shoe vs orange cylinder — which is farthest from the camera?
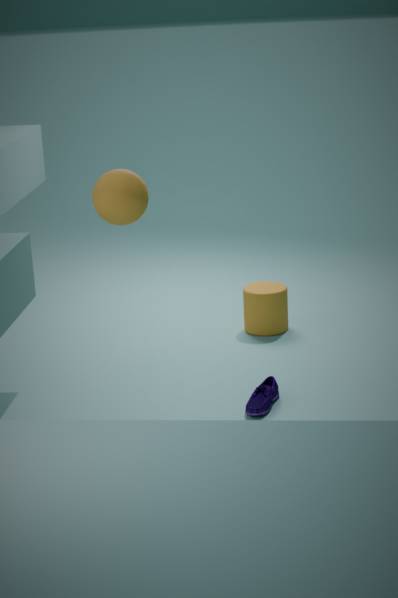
orange cylinder
